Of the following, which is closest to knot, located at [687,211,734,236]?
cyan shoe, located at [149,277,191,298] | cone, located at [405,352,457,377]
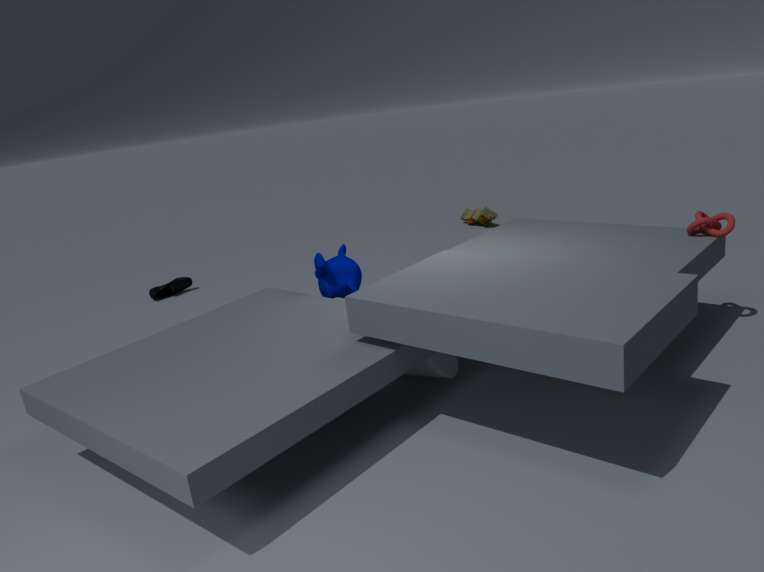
cone, located at [405,352,457,377]
